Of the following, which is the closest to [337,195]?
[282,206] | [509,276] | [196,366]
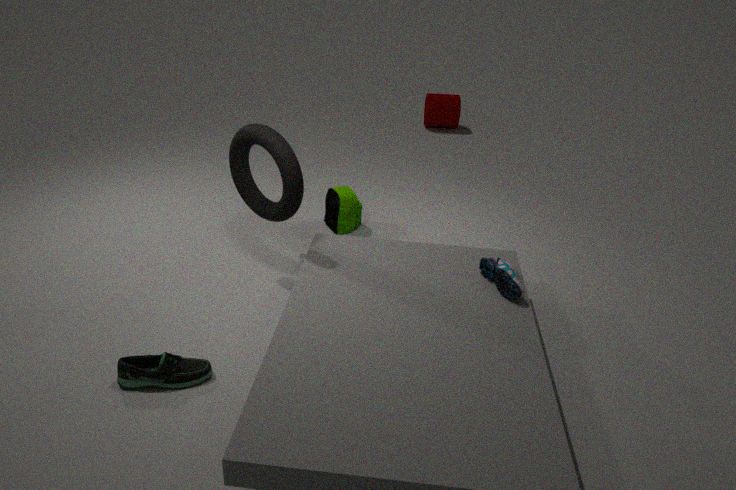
[282,206]
